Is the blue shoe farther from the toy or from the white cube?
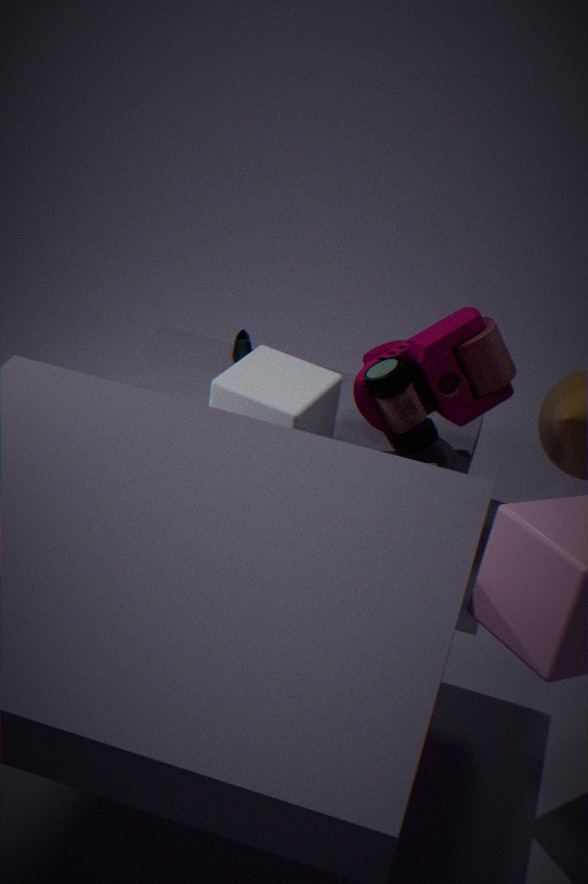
the toy
